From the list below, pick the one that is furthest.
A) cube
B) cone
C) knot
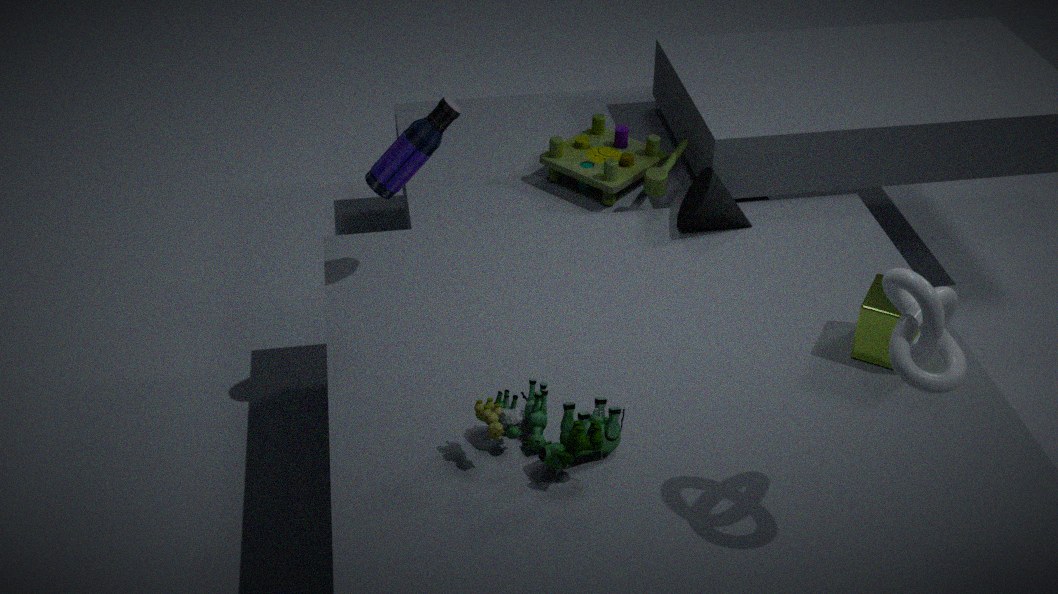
cone
